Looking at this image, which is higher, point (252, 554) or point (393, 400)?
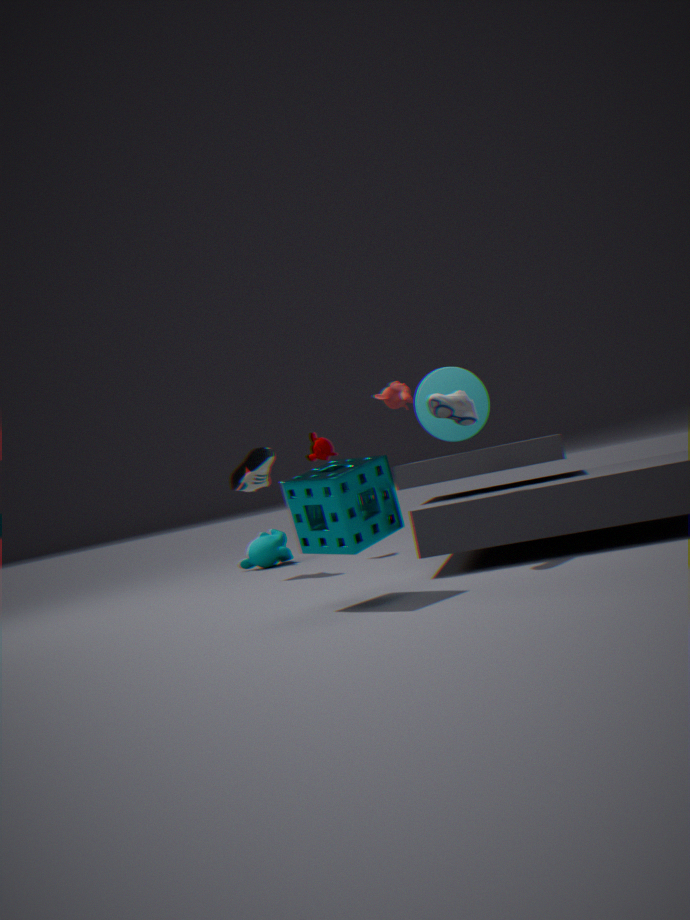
point (393, 400)
